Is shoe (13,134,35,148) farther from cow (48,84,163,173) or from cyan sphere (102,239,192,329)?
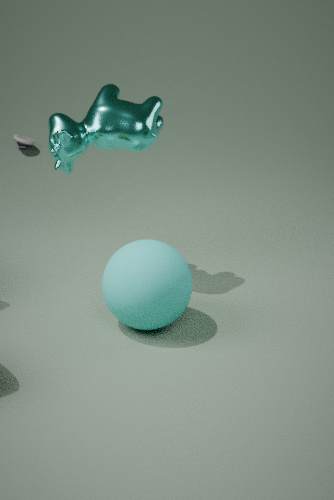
cyan sphere (102,239,192,329)
